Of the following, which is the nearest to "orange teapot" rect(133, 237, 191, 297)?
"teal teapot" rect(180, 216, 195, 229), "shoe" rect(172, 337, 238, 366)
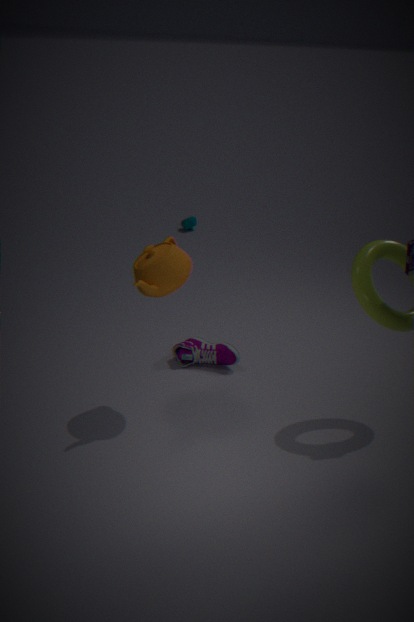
"shoe" rect(172, 337, 238, 366)
